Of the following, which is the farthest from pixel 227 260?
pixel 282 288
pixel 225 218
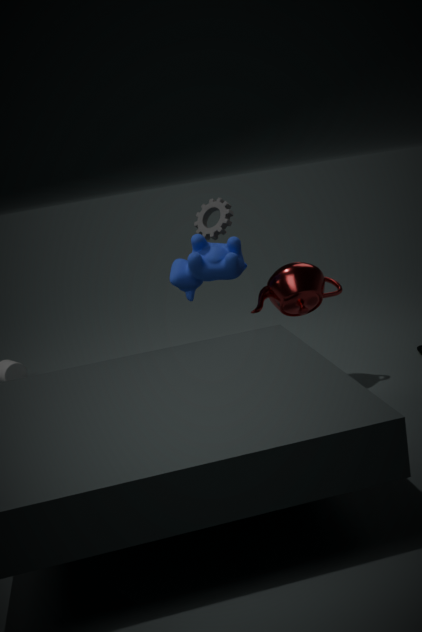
pixel 225 218
